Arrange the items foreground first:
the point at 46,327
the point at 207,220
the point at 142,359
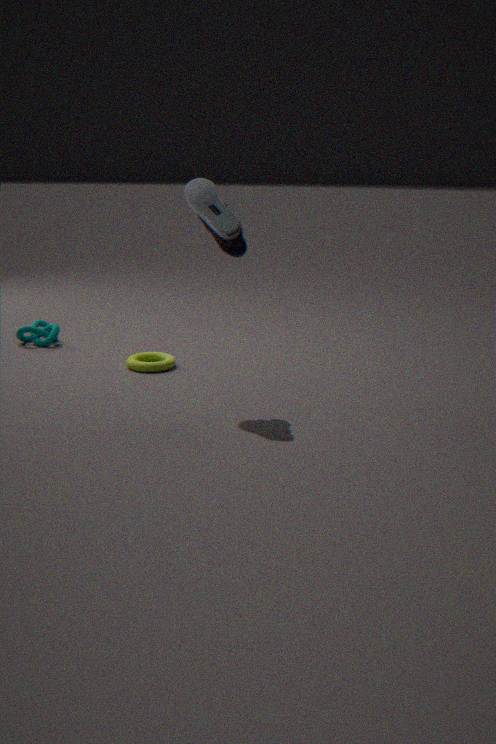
the point at 207,220 < the point at 142,359 < the point at 46,327
